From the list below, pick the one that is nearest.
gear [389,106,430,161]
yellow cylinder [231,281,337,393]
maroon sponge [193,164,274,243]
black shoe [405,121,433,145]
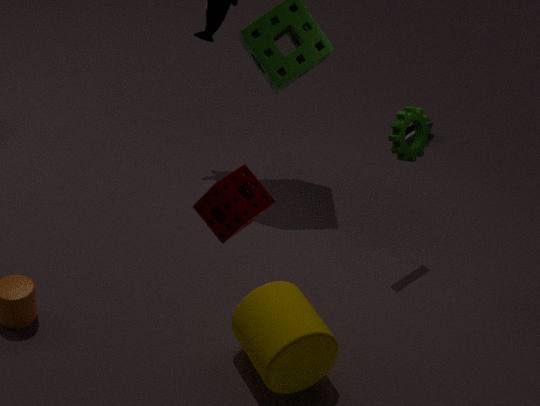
maroon sponge [193,164,274,243]
